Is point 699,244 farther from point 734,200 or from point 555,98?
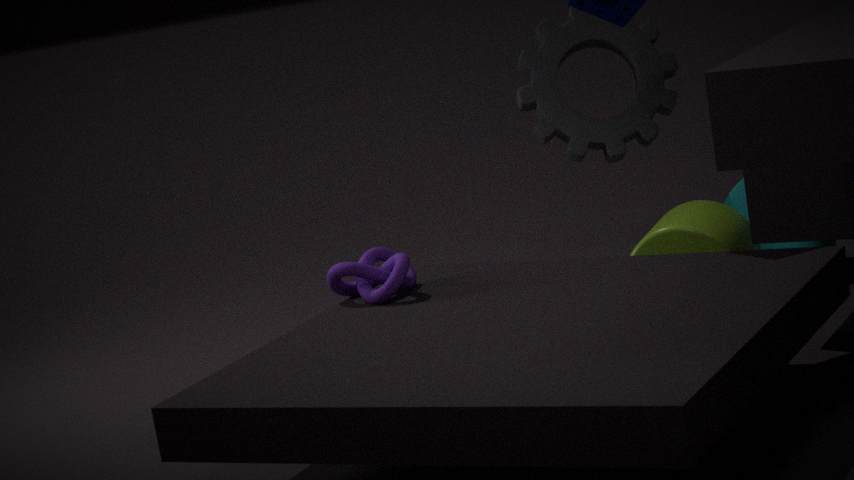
point 555,98
